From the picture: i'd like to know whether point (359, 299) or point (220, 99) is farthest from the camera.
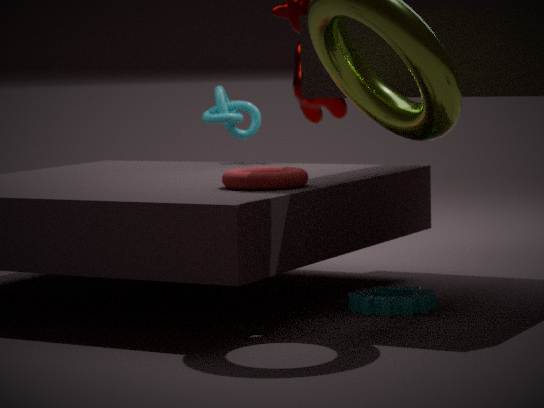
point (220, 99)
